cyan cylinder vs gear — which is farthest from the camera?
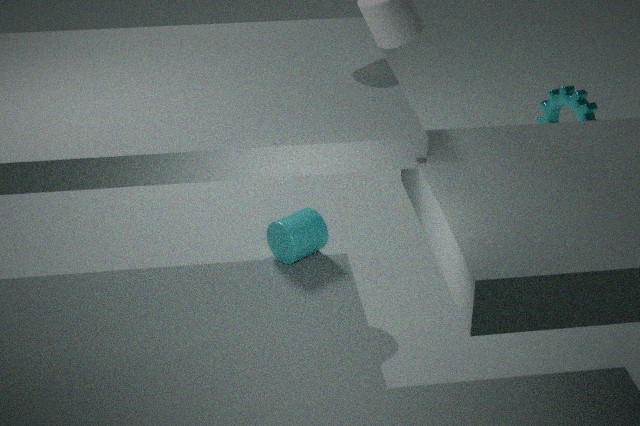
cyan cylinder
